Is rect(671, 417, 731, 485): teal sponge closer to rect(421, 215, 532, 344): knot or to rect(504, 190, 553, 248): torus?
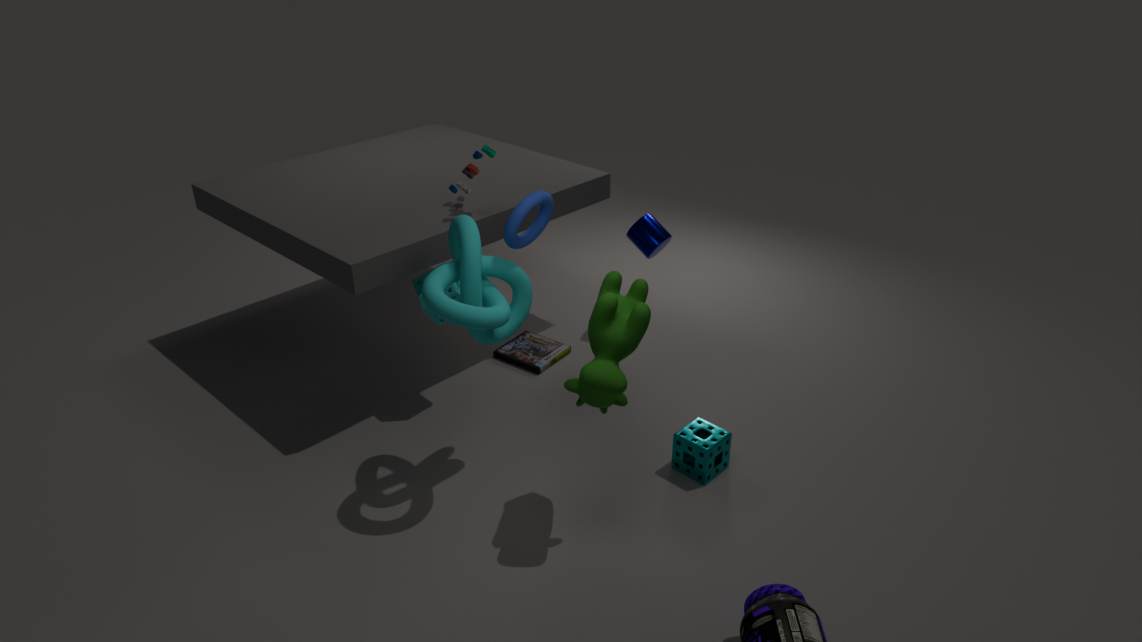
rect(421, 215, 532, 344): knot
